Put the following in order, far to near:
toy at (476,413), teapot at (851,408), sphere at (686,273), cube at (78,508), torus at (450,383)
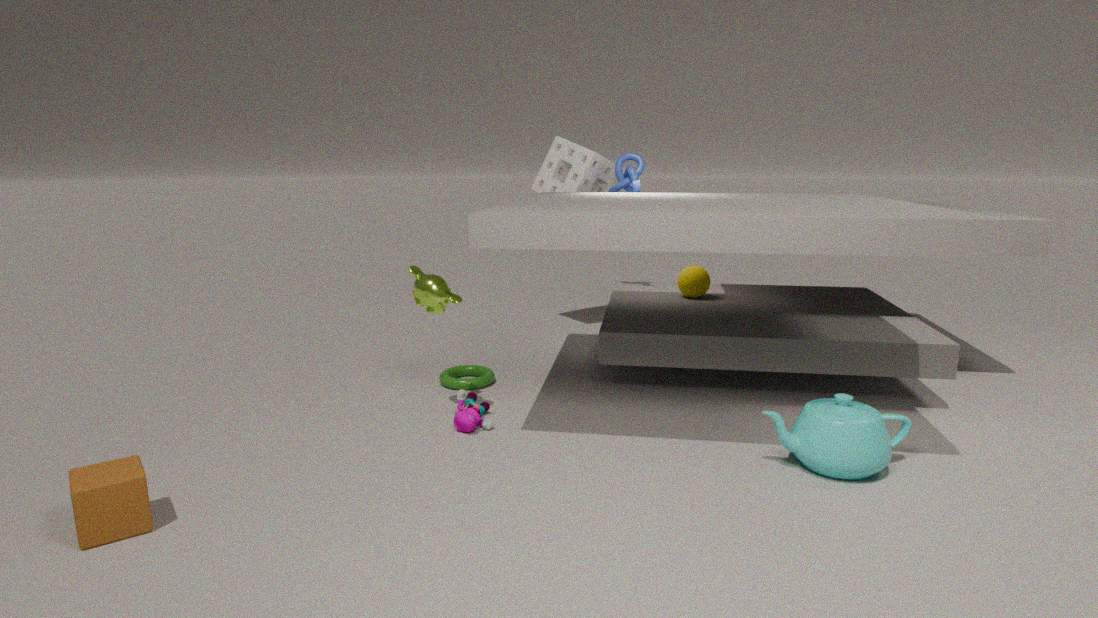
sphere at (686,273)
torus at (450,383)
toy at (476,413)
teapot at (851,408)
cube at (78,508)
